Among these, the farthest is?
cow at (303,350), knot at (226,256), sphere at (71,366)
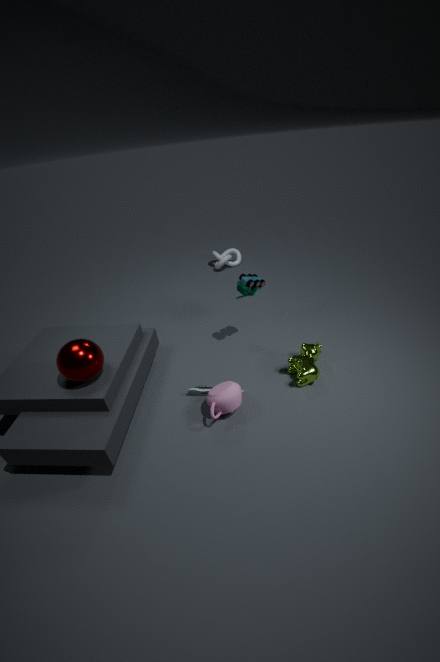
knot at (226,256)
